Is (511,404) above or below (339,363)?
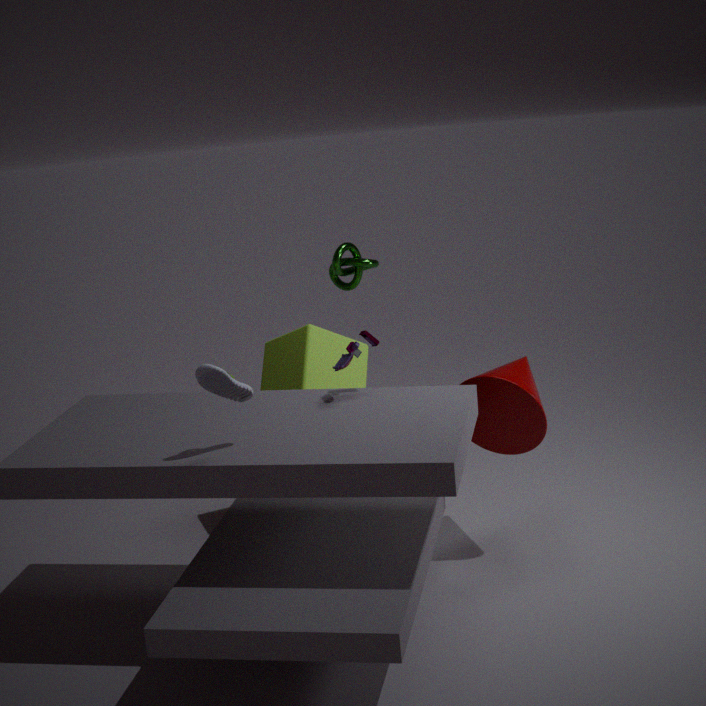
below
